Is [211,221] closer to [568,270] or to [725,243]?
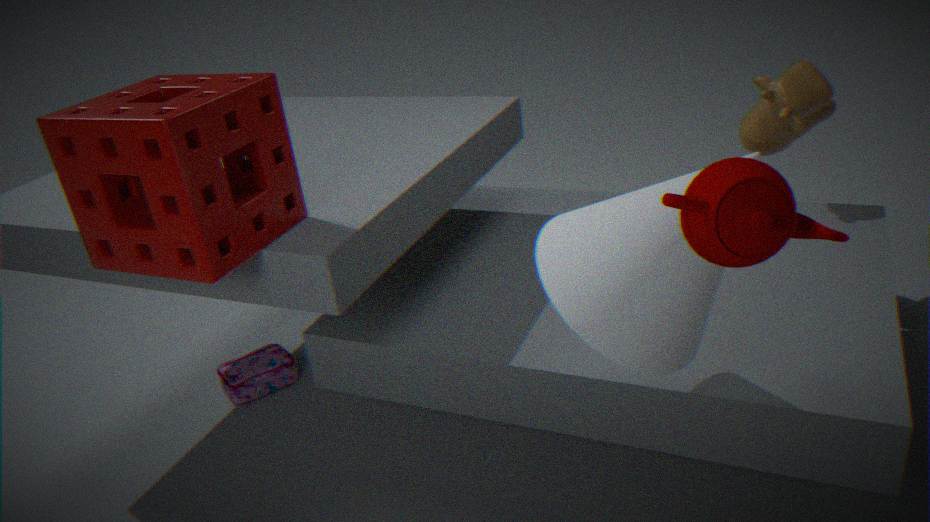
[568,270]
